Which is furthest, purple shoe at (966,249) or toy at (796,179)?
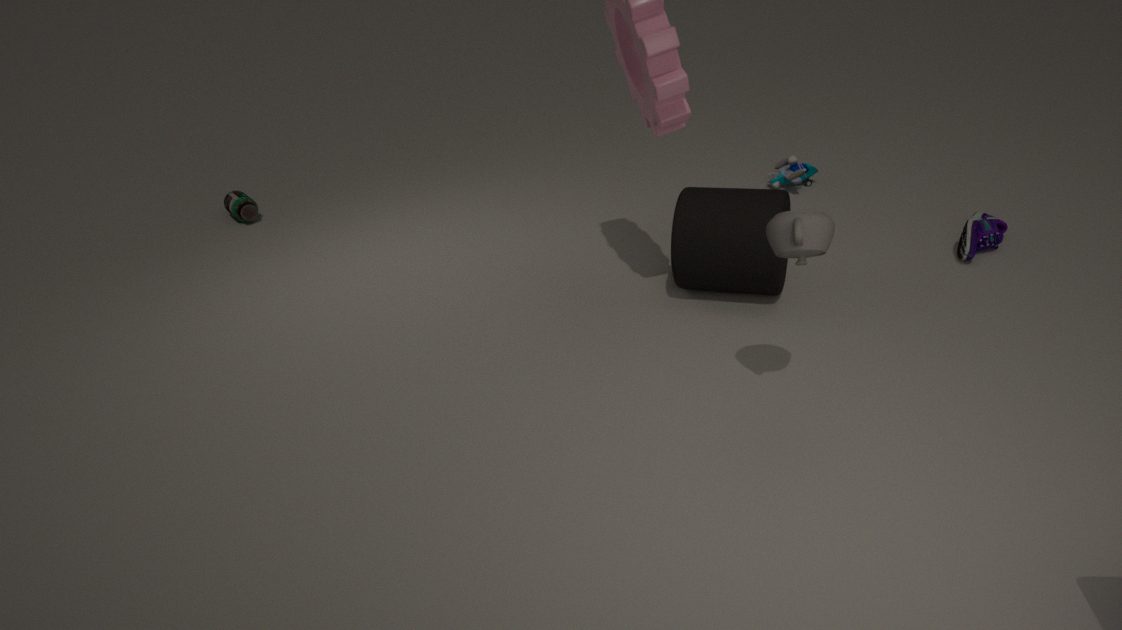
toy at (796,179)
